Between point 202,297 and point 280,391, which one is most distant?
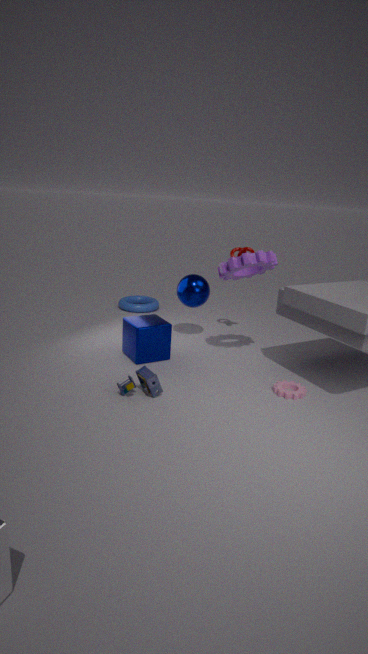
point 202,297
